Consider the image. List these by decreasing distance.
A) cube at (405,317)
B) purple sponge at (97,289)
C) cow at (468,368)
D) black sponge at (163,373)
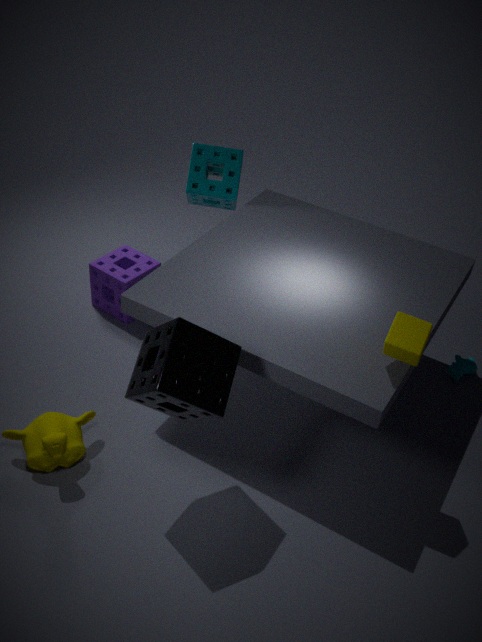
purple sponge at (97,289) → cow at (468,368) → cube at (405,317) → black sponge at (163,373)
